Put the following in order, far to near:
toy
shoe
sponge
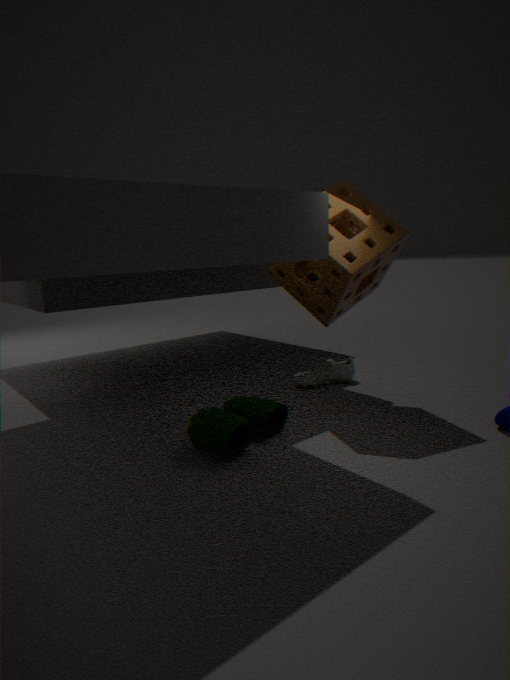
1. shoe
2. sponge
3. toy
